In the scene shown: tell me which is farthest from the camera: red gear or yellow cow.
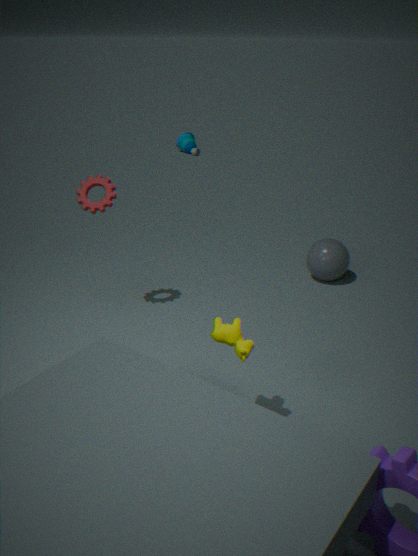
red gear
